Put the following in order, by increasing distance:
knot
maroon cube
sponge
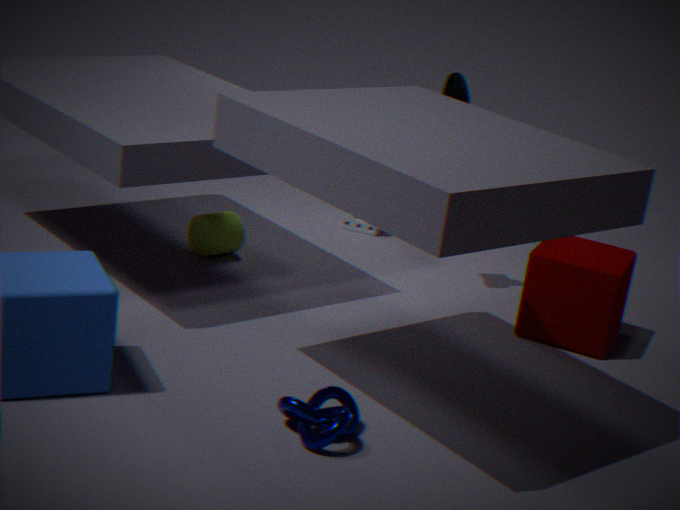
knot
maroon cube
sponge
